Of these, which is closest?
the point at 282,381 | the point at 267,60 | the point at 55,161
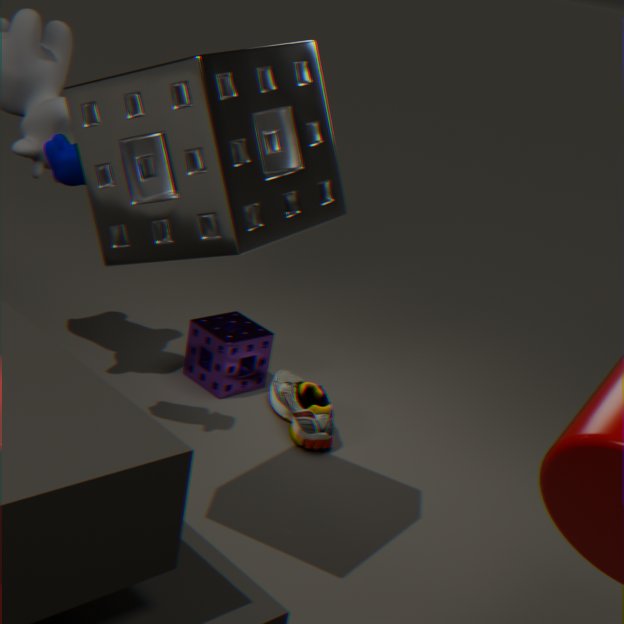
the point at 267,60
